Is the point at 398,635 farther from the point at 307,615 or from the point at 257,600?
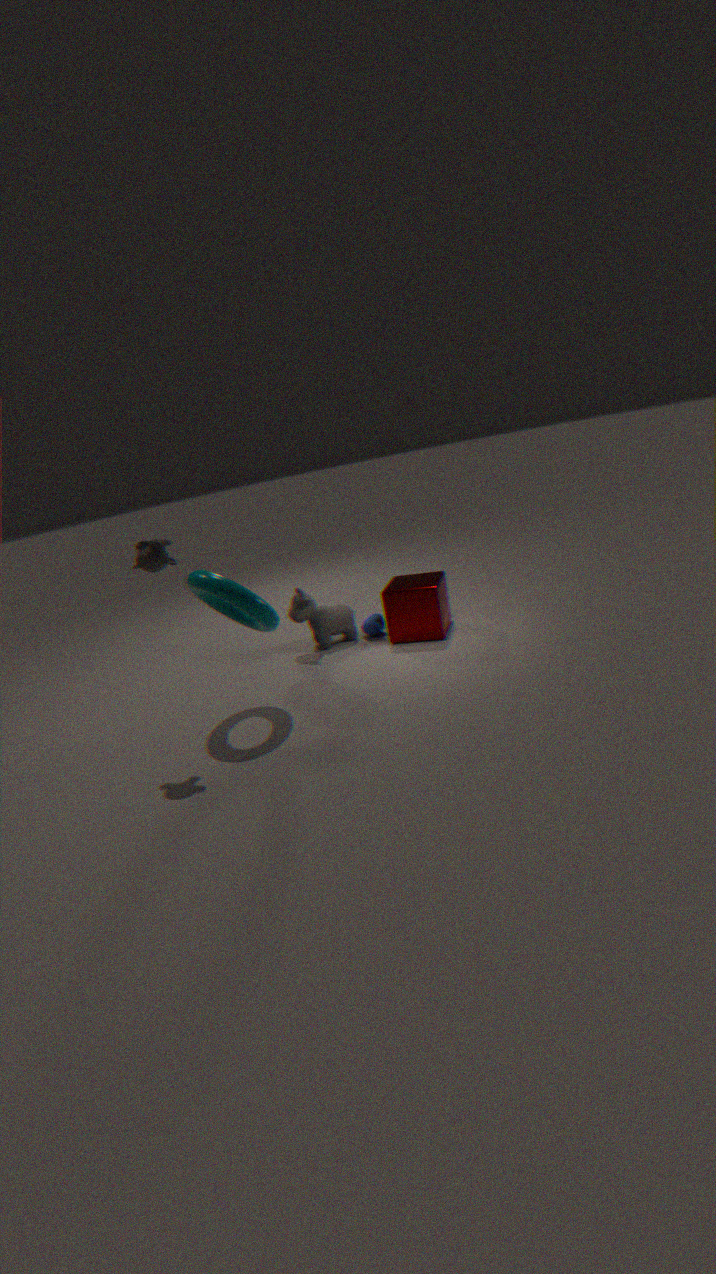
the point at 257,600
